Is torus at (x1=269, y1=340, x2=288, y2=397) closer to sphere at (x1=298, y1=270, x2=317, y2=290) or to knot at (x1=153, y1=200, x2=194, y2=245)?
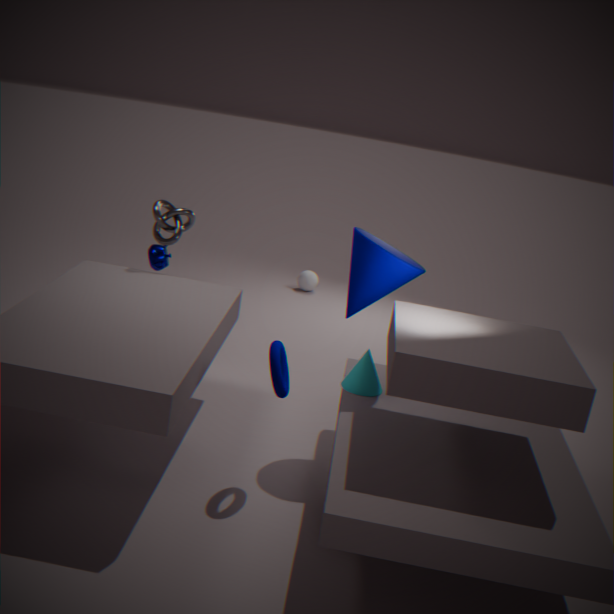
knot at (x1=153, y1=200, x2=194, y2=245)
